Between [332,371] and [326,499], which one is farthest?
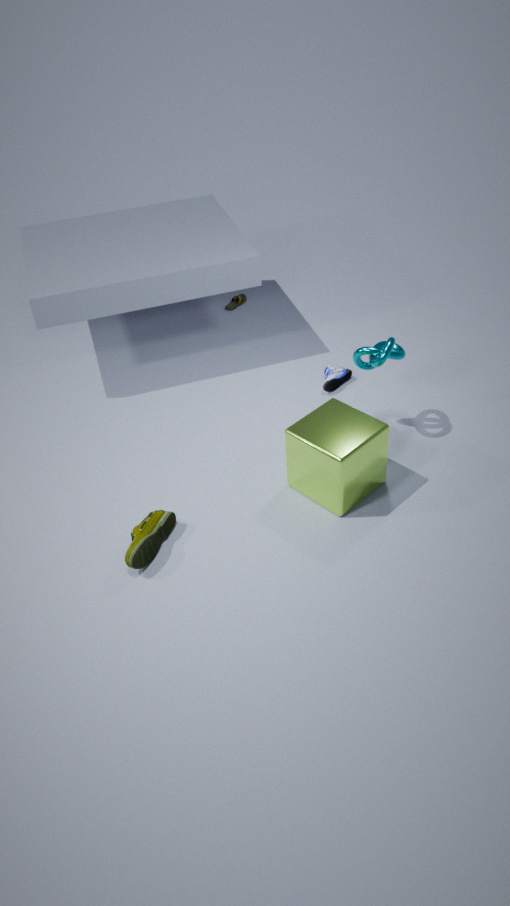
[332,371]
